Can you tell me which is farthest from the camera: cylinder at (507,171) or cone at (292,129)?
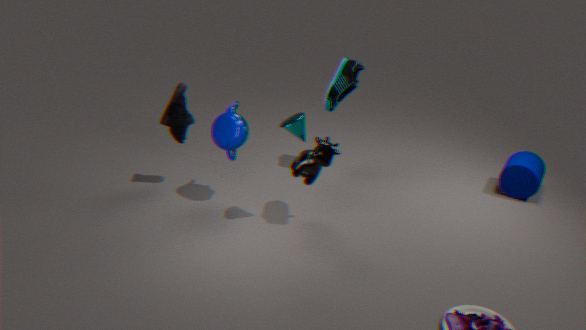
cylinder at (507,171)
